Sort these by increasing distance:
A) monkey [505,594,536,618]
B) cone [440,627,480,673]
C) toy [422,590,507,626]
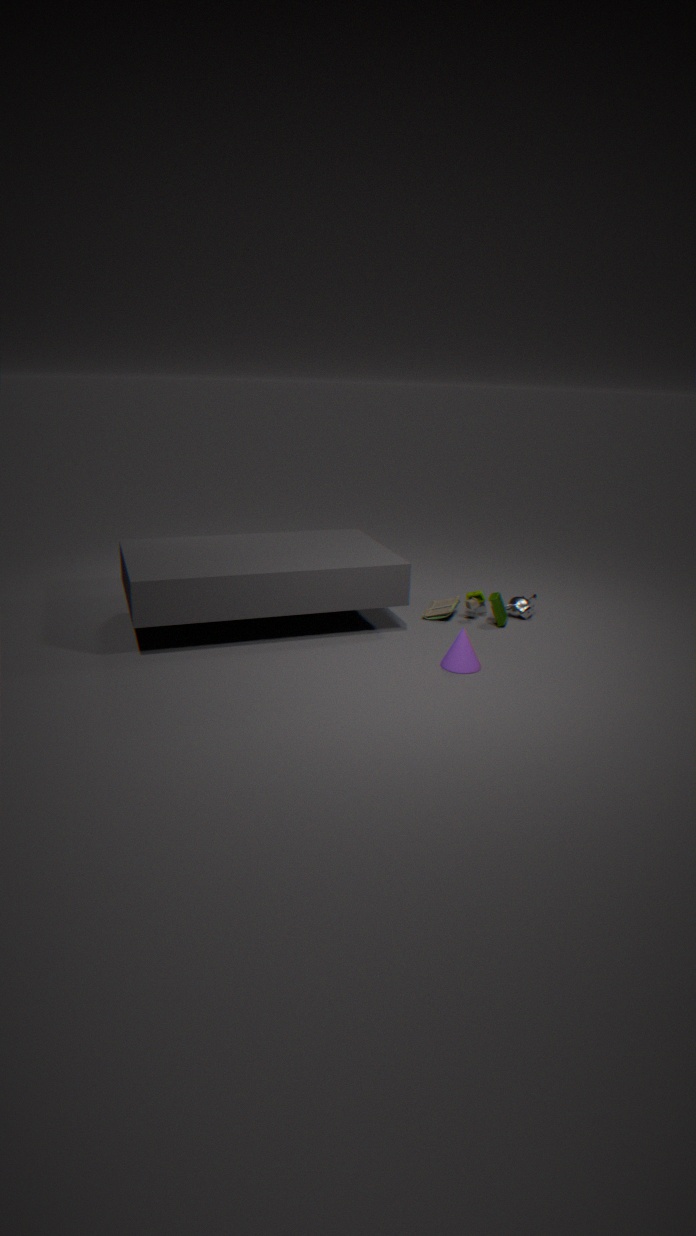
cone [440,627,480,673]
toy [422,590,507,626]
monkey [505,594,536,618]
